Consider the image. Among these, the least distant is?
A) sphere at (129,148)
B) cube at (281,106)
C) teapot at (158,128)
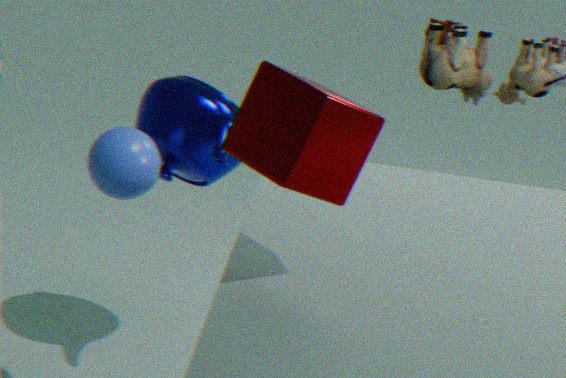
cube at (281,106)
